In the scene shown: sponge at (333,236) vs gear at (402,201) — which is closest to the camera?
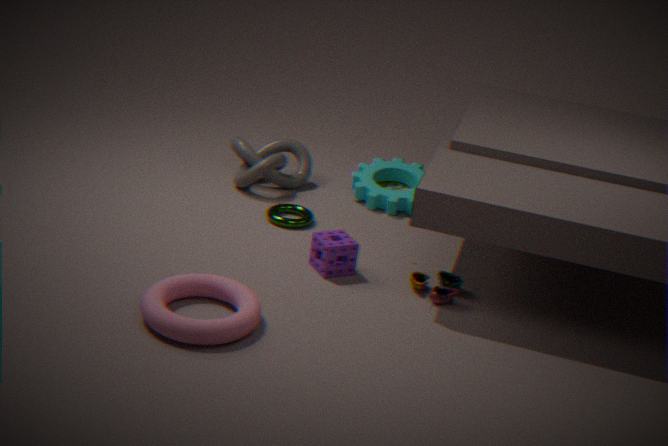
sponge at (333,236)
